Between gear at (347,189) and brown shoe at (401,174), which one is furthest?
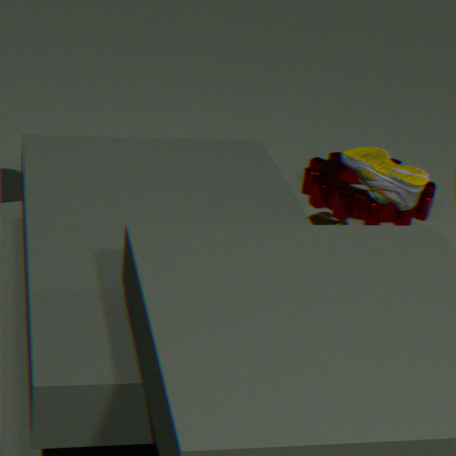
gear at (347,189)
